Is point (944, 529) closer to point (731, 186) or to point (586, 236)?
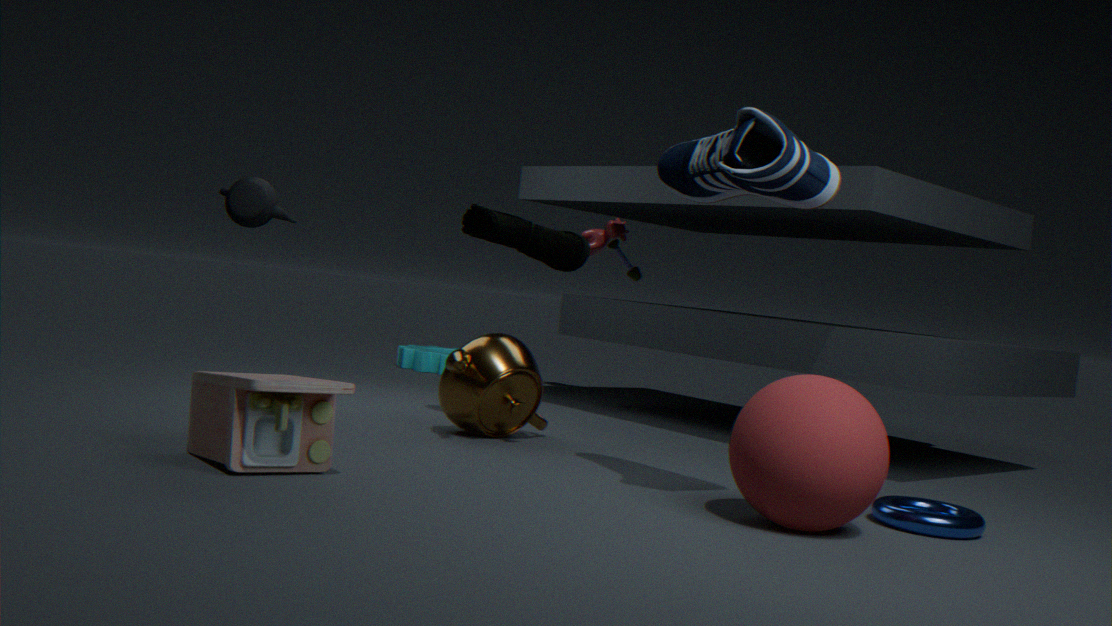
point (731, 186)
